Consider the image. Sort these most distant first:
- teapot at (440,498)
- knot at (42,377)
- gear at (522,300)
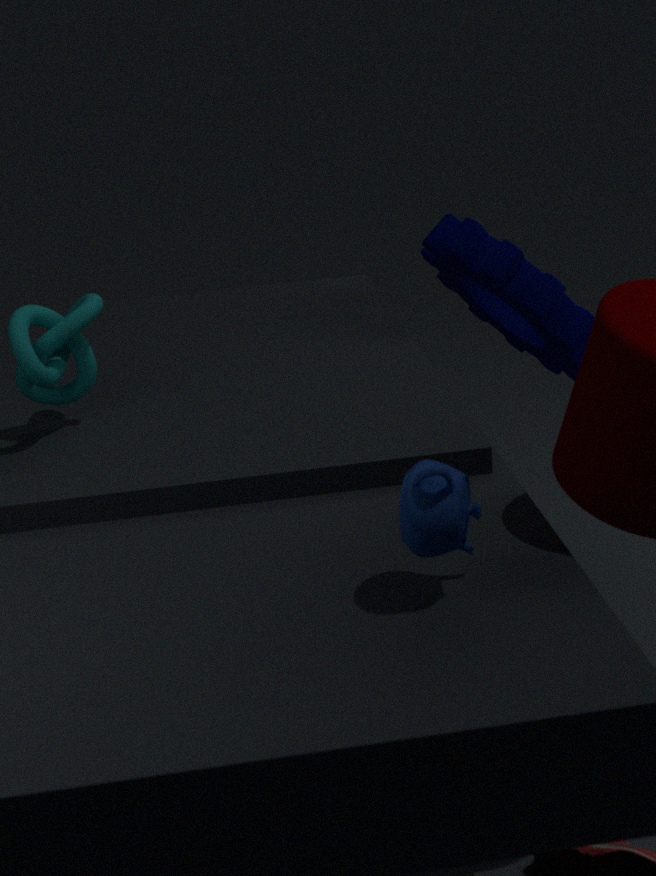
gear at (522,300) → knot at (42,377) → teapot at (440,498)
